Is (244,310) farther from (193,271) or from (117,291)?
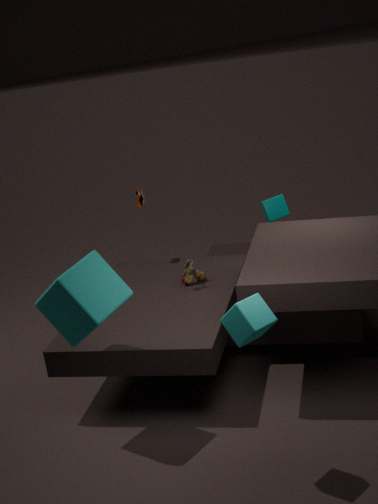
(193,271)
